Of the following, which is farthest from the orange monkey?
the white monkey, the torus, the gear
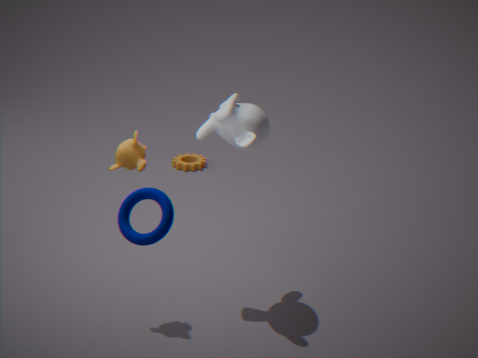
the gear
